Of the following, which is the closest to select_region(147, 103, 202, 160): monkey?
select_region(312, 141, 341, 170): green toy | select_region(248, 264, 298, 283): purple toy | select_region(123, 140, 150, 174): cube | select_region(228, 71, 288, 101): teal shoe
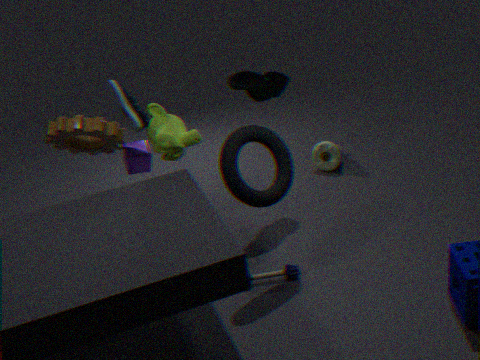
select_region(123, 140, 150, 174): cube
